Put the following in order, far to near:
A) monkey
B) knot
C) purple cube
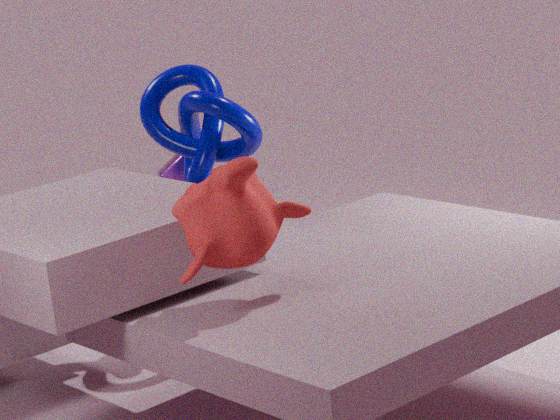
purple cube < knot < monkey
